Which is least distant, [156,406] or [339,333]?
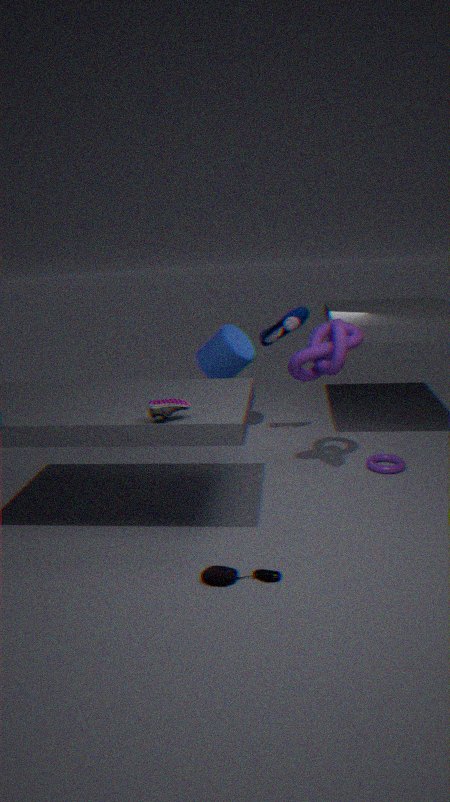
[156,406]
